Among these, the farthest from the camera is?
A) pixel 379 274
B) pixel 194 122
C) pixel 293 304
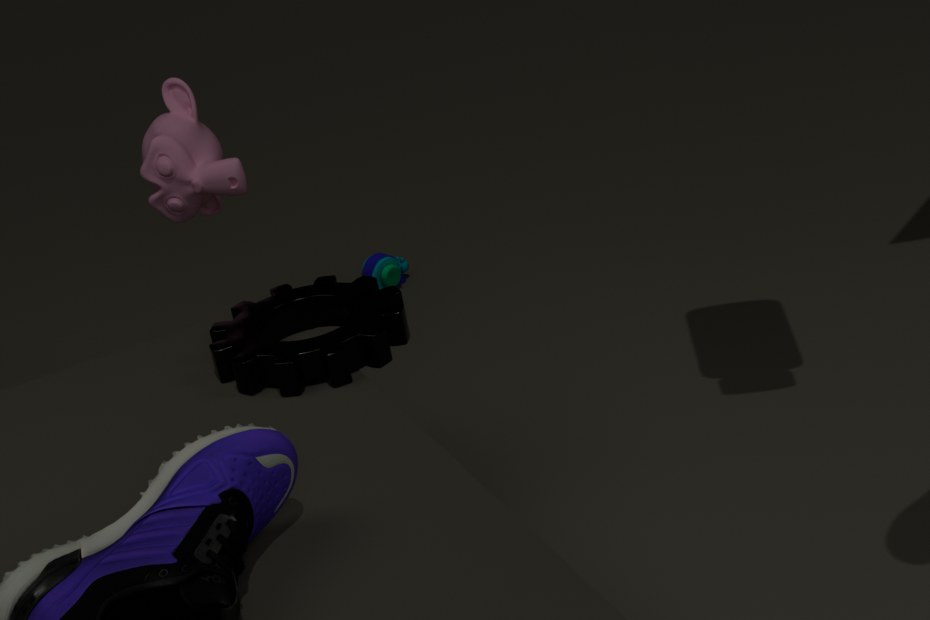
A. pixel 379 274
